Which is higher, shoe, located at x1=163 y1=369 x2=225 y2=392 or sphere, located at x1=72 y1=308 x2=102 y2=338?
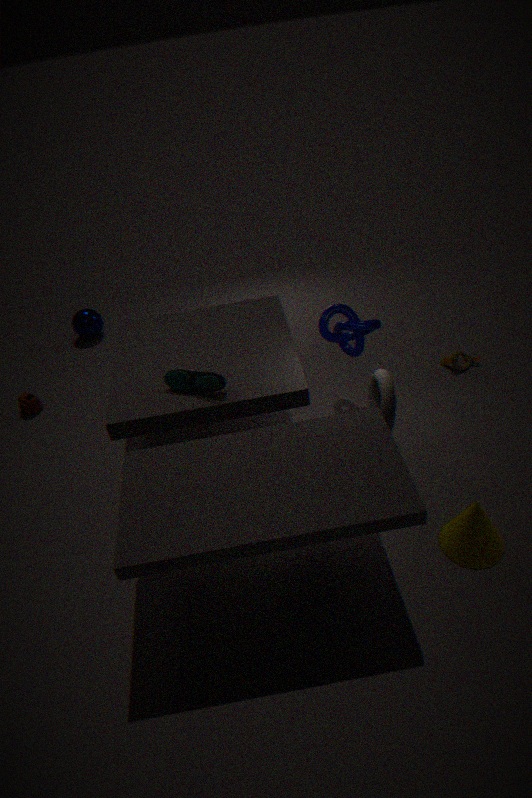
shoe, located at x1=163 y1=369 x2=225 y2=392
